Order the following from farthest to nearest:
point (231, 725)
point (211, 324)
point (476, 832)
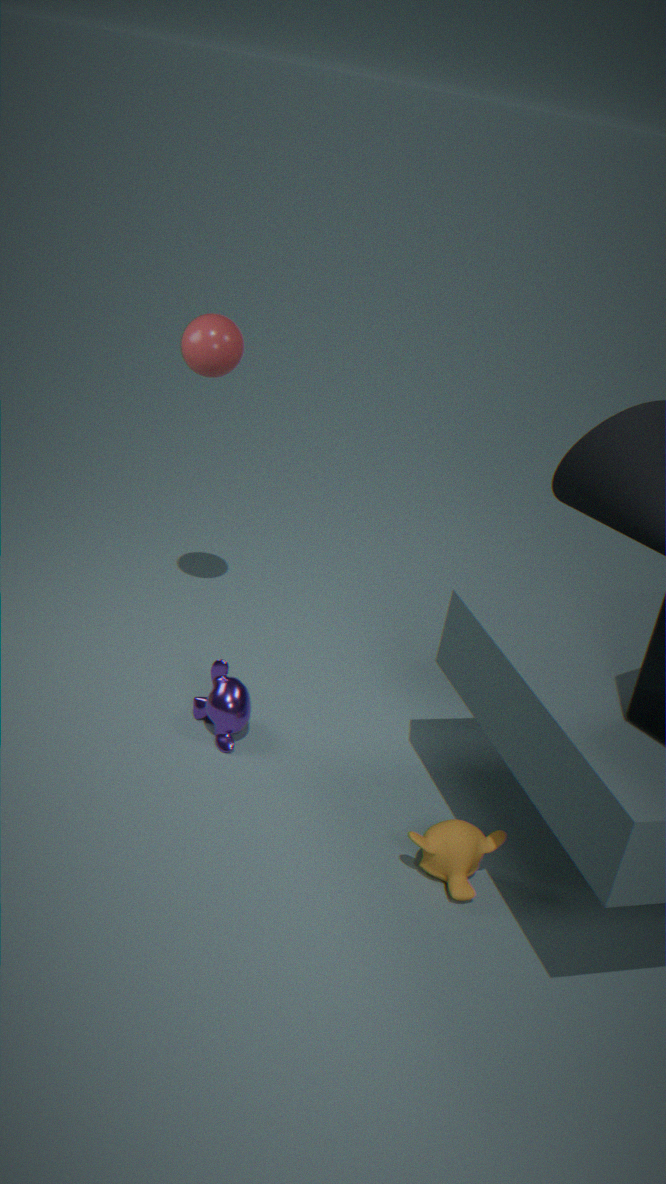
1. point (211, 324)
2. point (231, 725)
3. point (476, 832)
